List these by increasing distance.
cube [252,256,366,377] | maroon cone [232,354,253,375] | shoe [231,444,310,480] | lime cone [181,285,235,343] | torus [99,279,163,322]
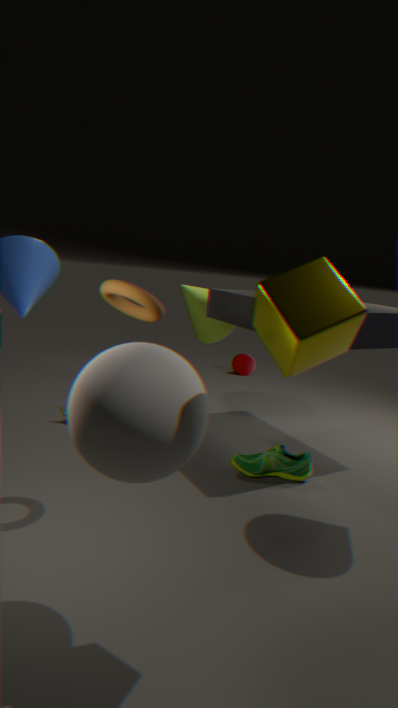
cube [252,256,366,377] < torus [99,279,163,322] < shoe [231,444,310,480] < lime cone [181,285,235,343] < maroon cone [232,354,253,375]
